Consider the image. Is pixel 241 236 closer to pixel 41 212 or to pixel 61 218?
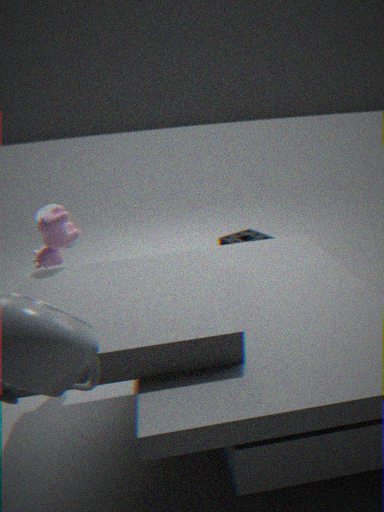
pixel 41 212
